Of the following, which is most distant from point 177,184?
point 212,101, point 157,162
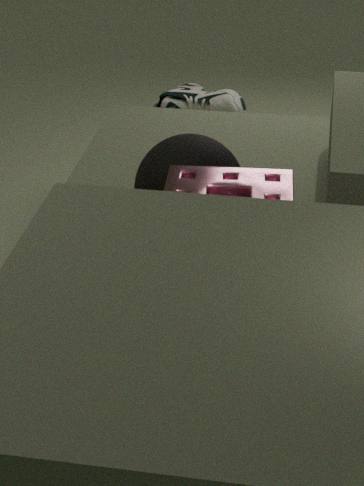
point 212,101
